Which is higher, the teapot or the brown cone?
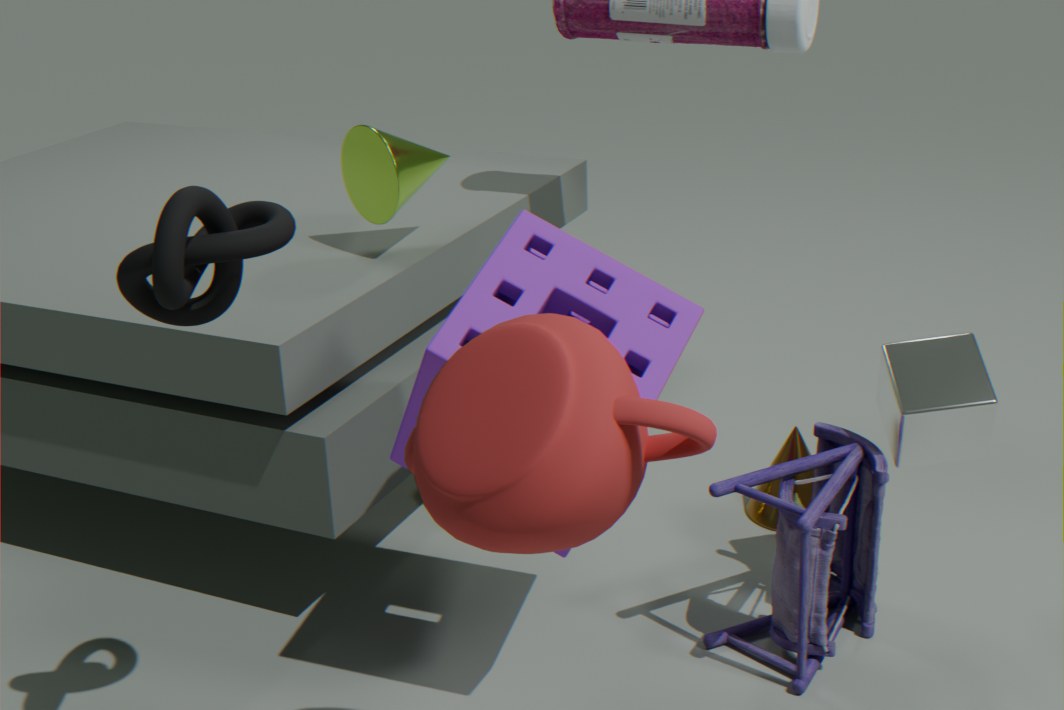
the teapot
